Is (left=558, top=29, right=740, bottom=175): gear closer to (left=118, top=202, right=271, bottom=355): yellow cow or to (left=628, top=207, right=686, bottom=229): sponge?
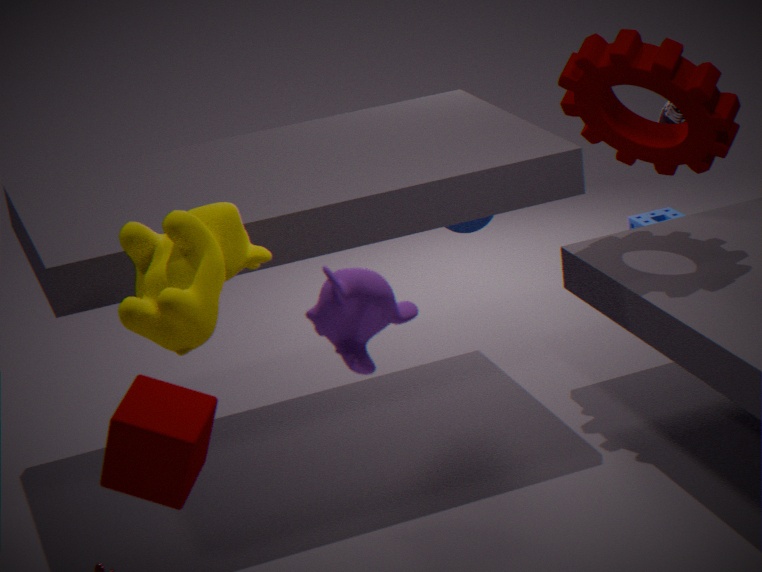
(left=628, top=207, right=686, bottom=229): sponge
